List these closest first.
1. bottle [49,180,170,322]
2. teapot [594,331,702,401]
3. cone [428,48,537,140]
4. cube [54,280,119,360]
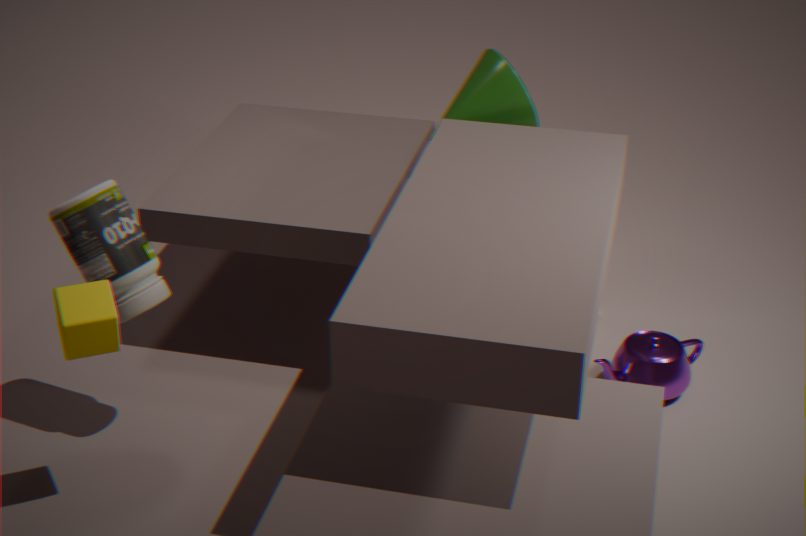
1. cube [54,280,119,360]
2. bottle [49,180,170,322]
3. teapot [594,331,702,401]
4. cone [428,48,537,140]
